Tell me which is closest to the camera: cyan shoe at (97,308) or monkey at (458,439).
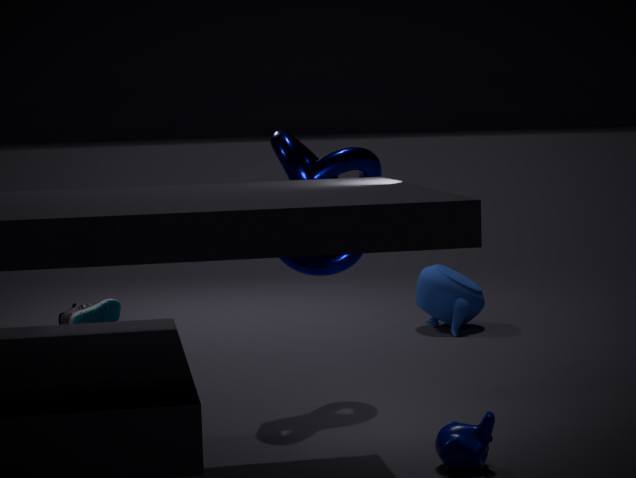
monkey at (458,439)
